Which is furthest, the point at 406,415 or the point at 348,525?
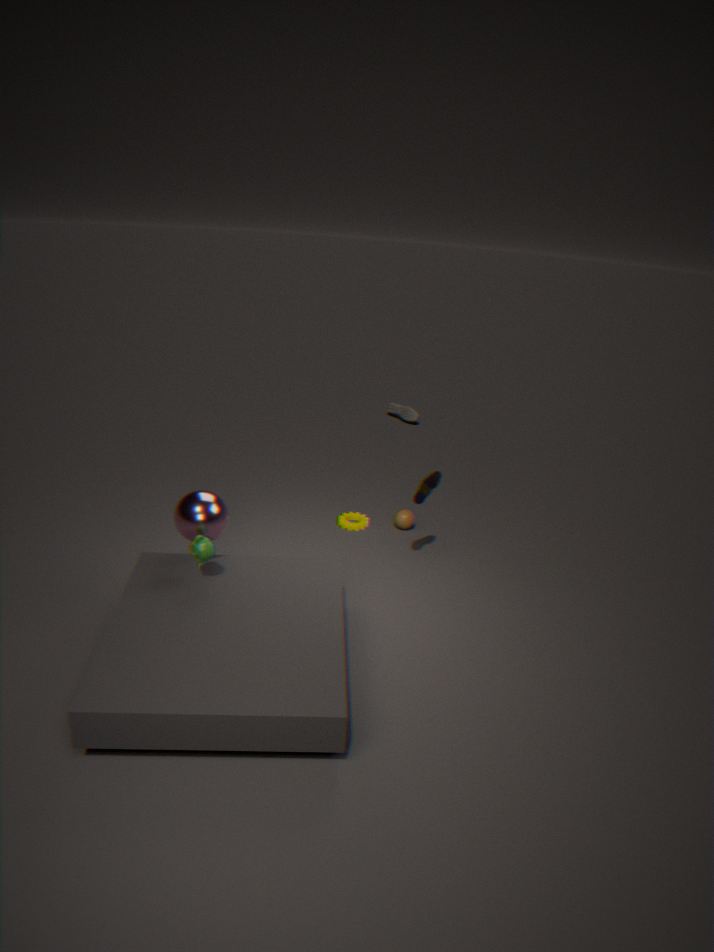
the point at 406,415
